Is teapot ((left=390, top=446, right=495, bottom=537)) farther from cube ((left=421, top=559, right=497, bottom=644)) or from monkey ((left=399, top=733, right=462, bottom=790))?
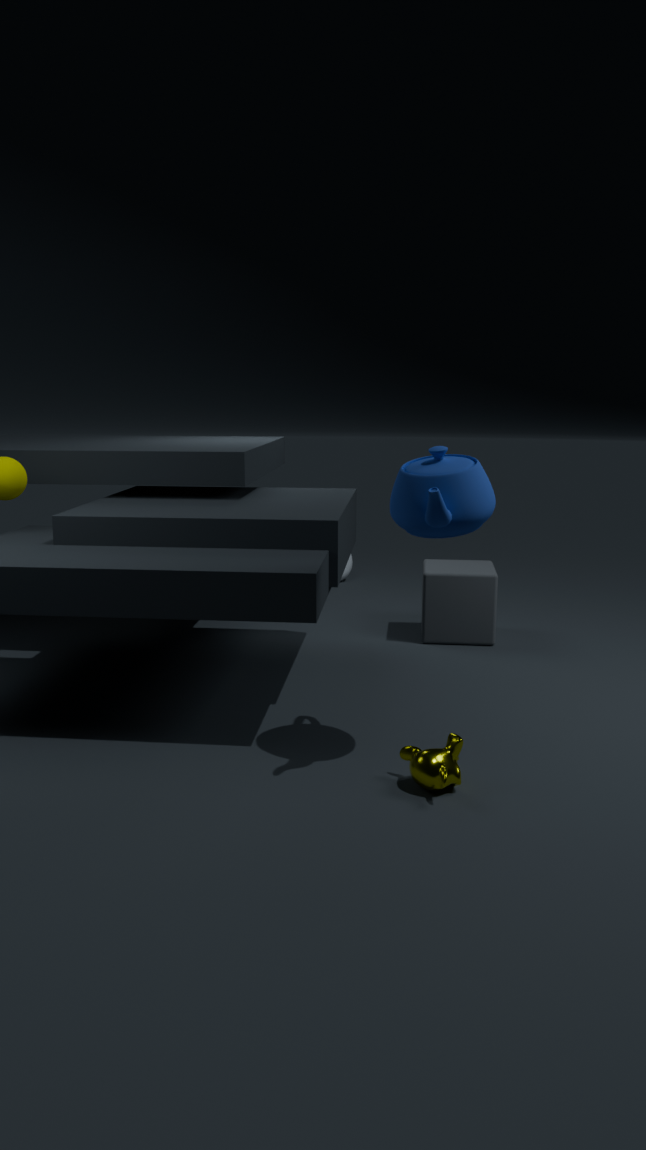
cube ((left=421, top=559, right=497, bottom=644))
